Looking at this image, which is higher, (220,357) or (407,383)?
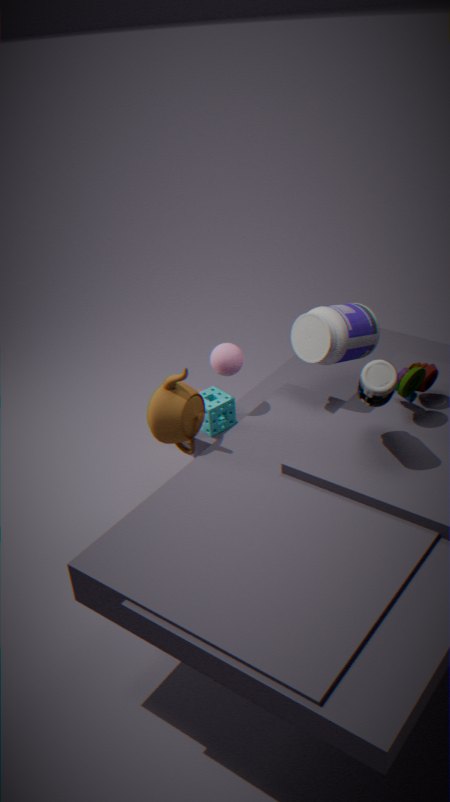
(220,357)
